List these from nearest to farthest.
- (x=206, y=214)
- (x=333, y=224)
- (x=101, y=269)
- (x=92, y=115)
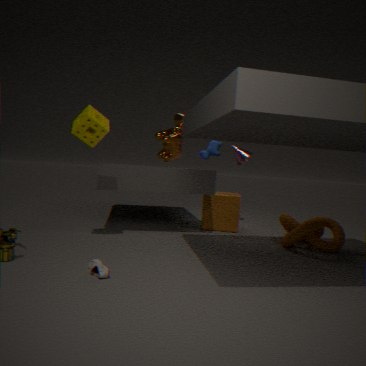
1. (x=101, y=269)
2. (x=92, y=115)
3. (x=333, y=224)
4. (x=206, y=214)
